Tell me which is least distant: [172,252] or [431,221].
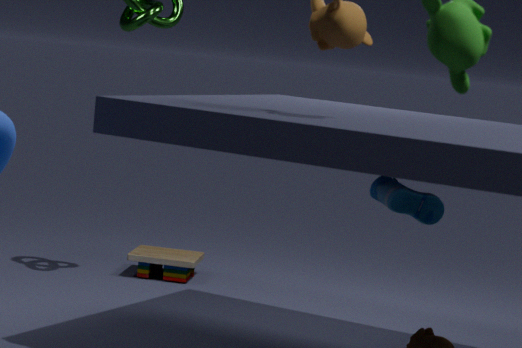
[431,221]
